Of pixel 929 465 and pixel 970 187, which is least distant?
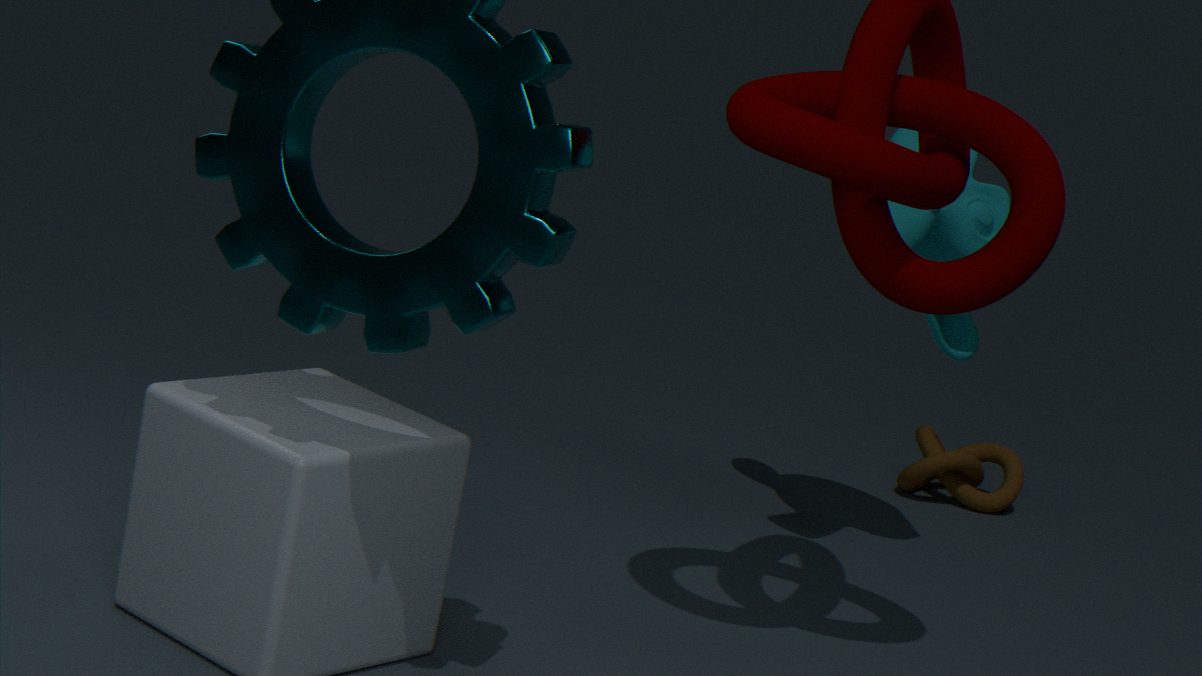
pixel 970 187
